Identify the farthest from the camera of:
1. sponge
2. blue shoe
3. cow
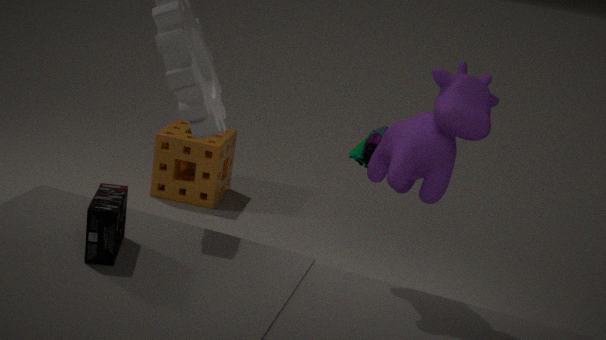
sponge
